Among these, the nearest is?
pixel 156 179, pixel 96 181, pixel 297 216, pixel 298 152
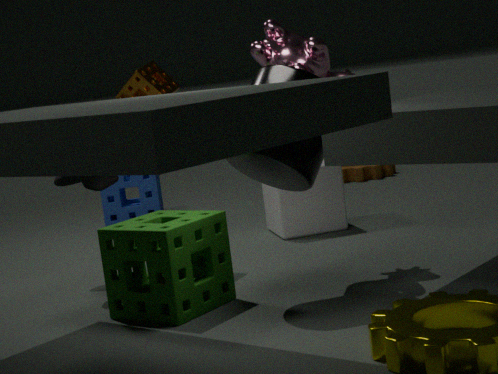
pixel 298 152
